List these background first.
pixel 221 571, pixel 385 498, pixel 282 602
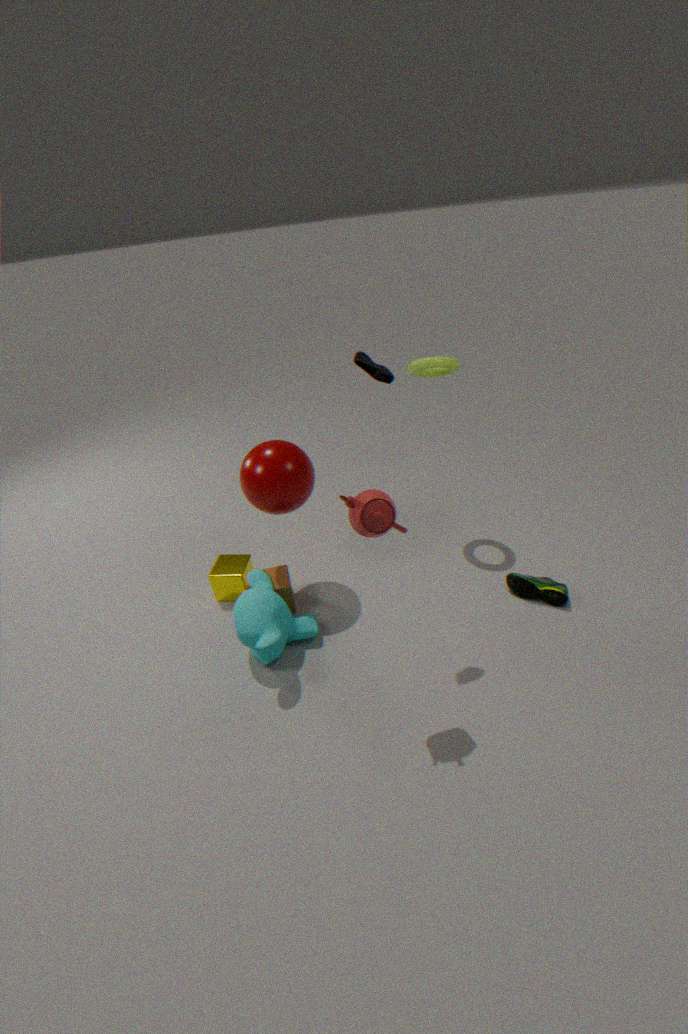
pixel 221 571 → pixel 282 602 → pixel 385 498
